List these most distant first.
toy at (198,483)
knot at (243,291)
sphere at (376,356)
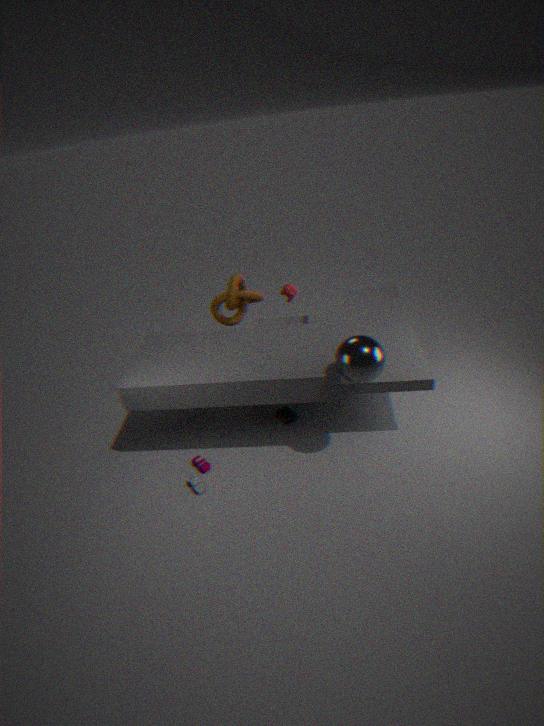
1. knot at (243,291)
2. toy at (198,483)
3. sphere at (376,356)
